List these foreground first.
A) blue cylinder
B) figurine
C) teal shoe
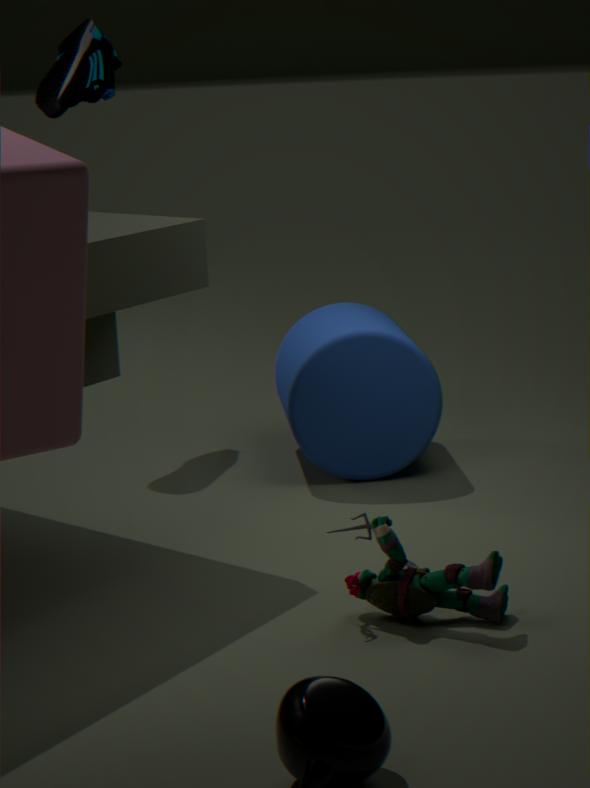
figurine → blue cylinder → teal shoe
